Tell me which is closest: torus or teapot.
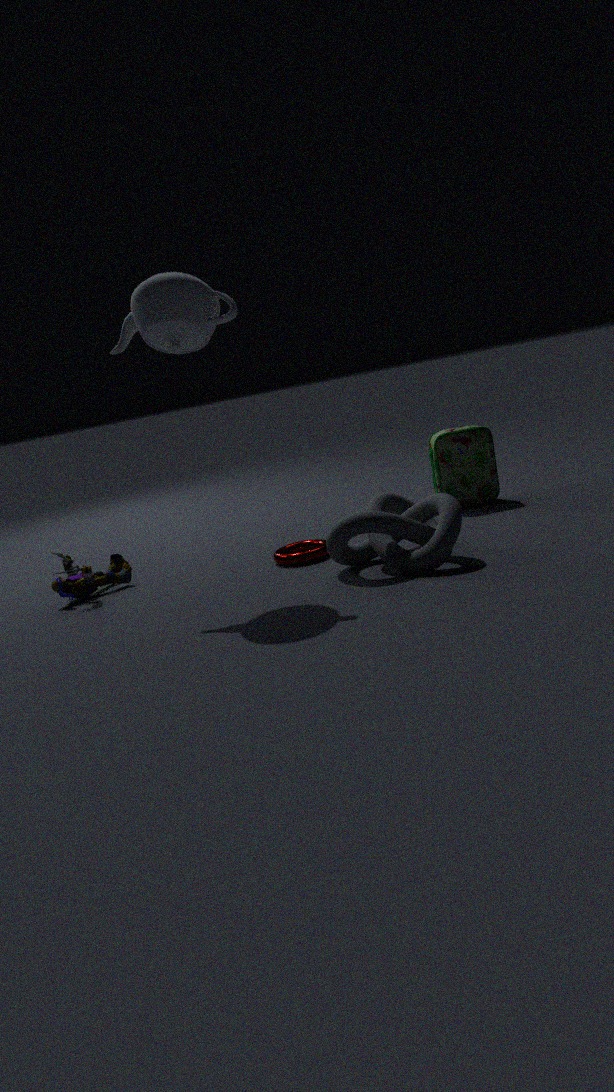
teapot
